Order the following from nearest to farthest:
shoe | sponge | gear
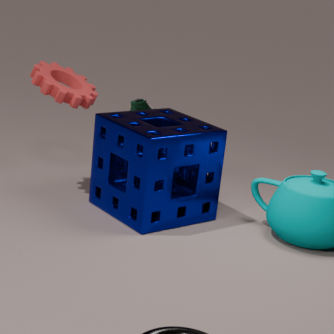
sponge → gear → shoe
